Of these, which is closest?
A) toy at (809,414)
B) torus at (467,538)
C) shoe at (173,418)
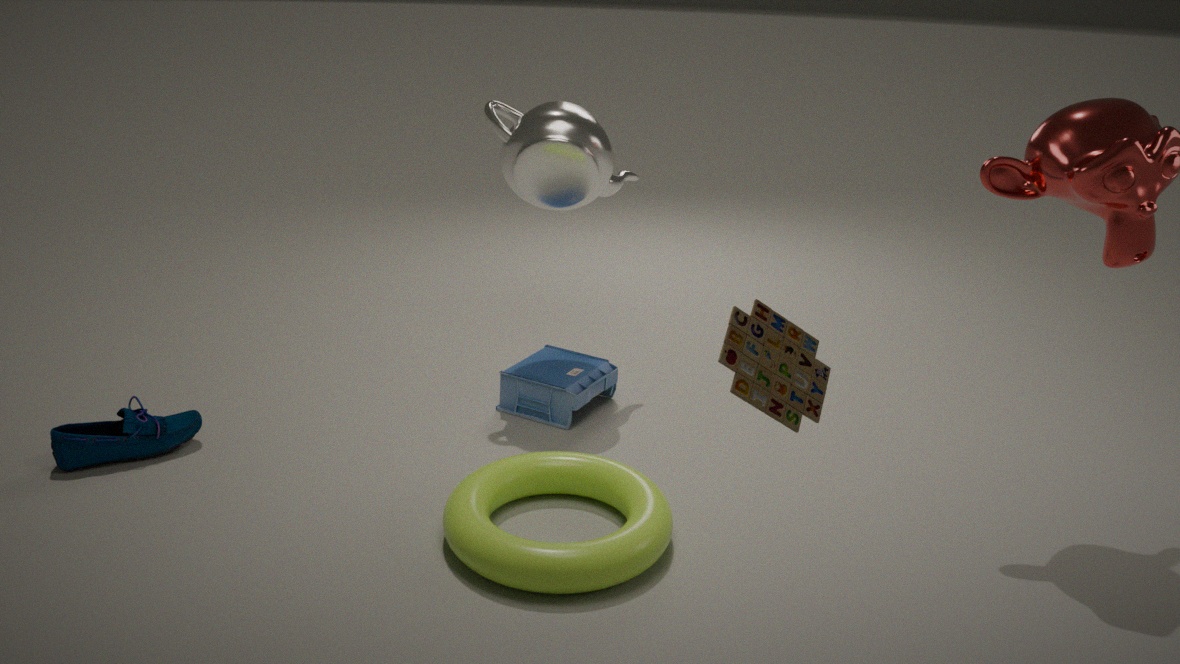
A. toy at (809,414)
